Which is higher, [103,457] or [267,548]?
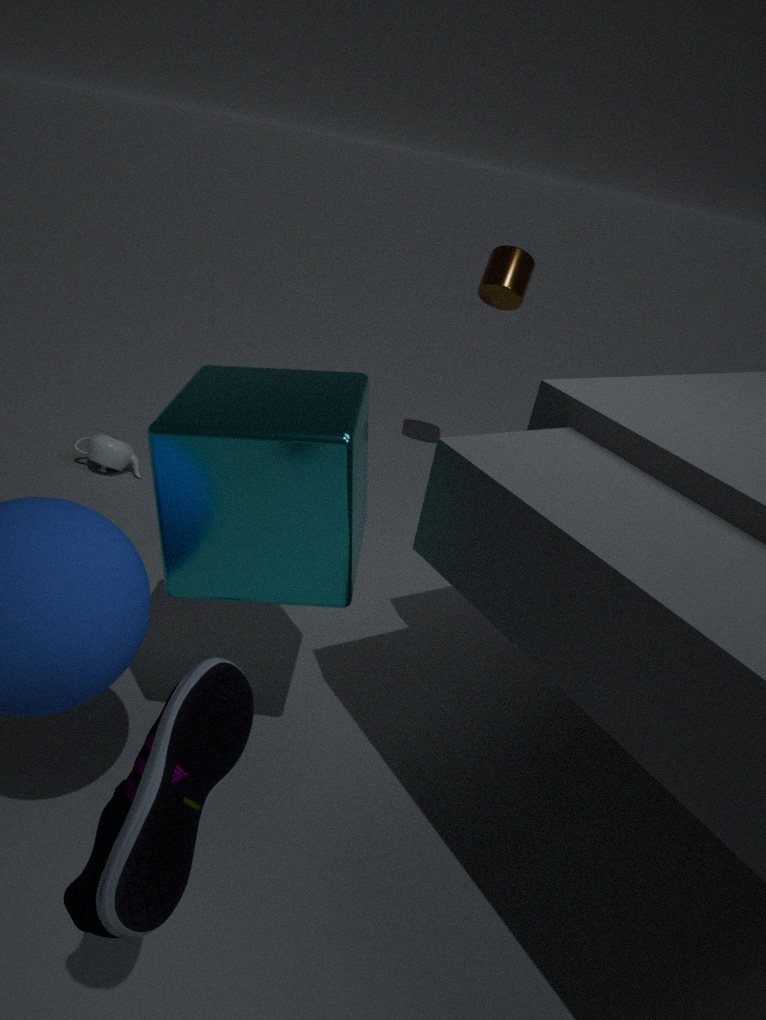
[267,548]
